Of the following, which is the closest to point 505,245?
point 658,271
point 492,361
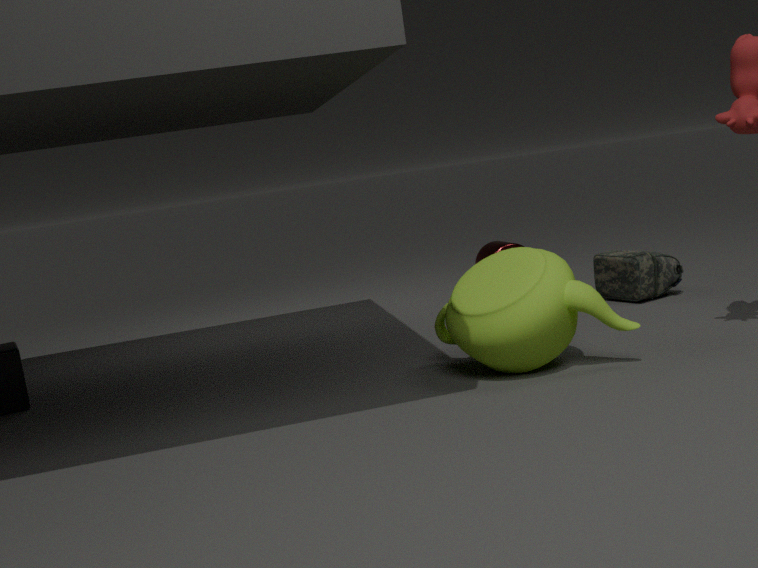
point 658,271
